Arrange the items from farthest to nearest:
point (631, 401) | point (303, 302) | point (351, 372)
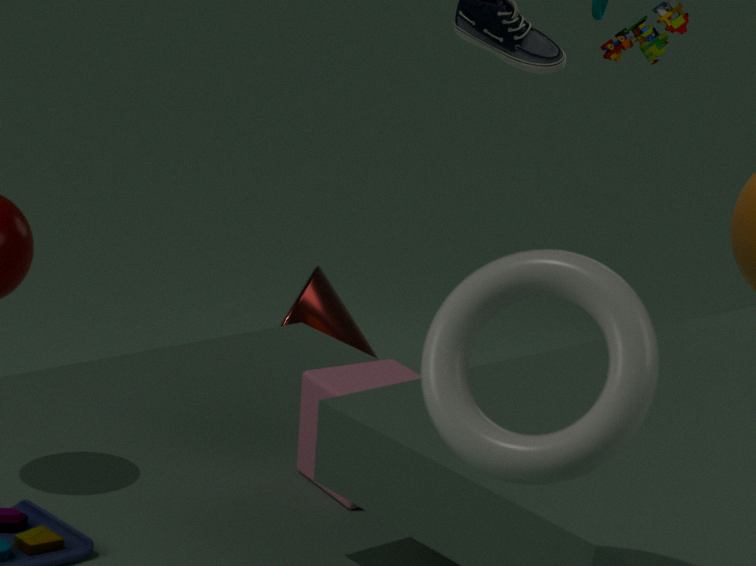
point (303, 302), point (351, 372), point (631, 401)
